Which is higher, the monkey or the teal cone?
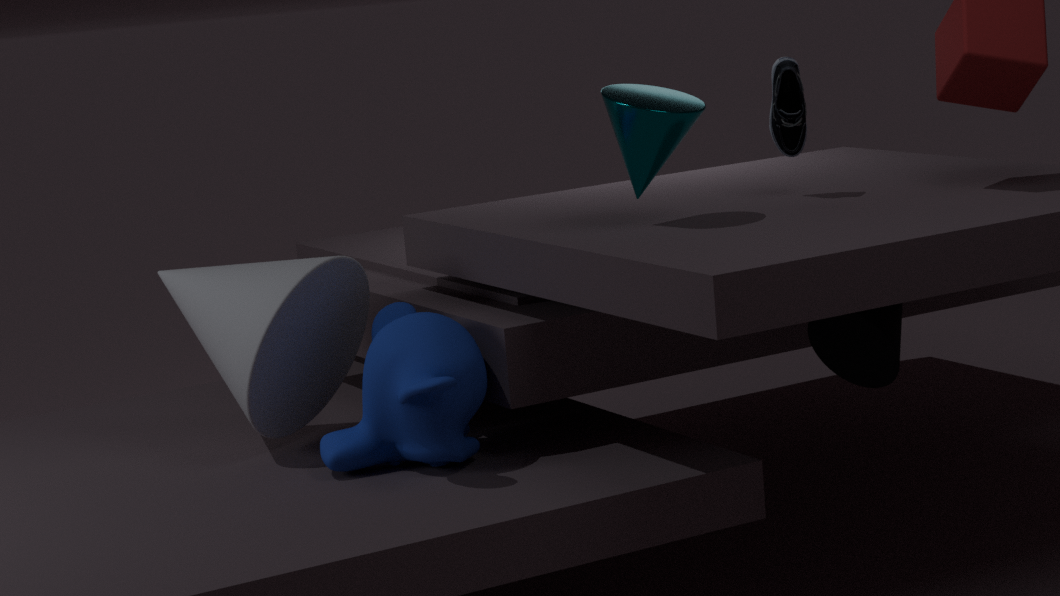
the teal cone
